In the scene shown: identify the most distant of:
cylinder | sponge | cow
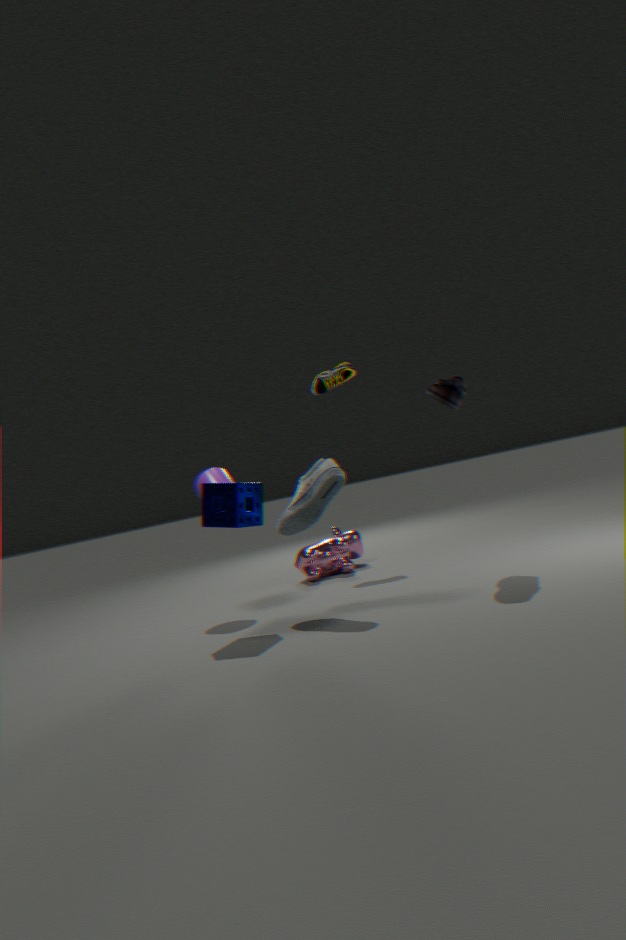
cow
